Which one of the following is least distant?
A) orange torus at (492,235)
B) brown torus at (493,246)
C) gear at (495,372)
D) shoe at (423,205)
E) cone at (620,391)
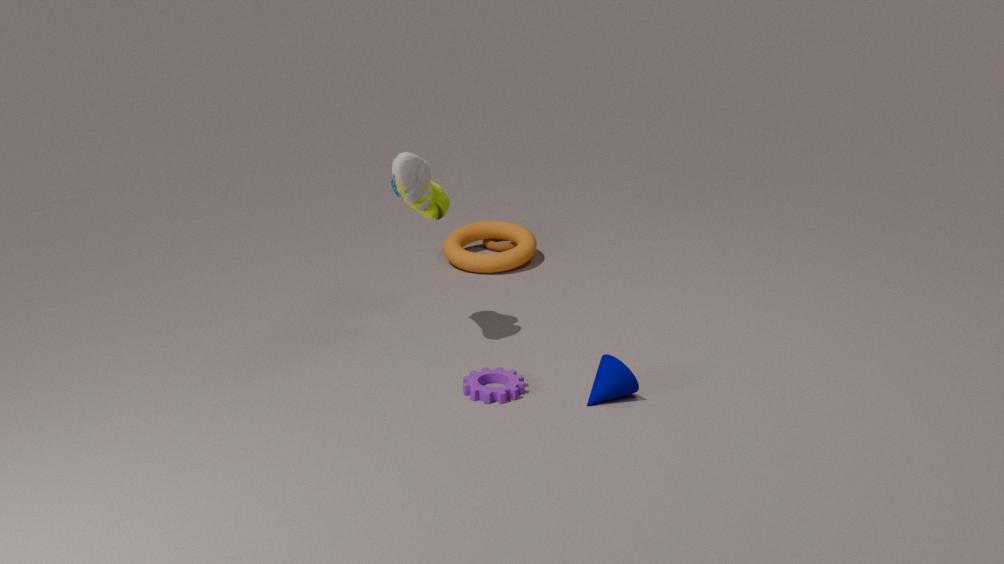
cone at (620,391)
